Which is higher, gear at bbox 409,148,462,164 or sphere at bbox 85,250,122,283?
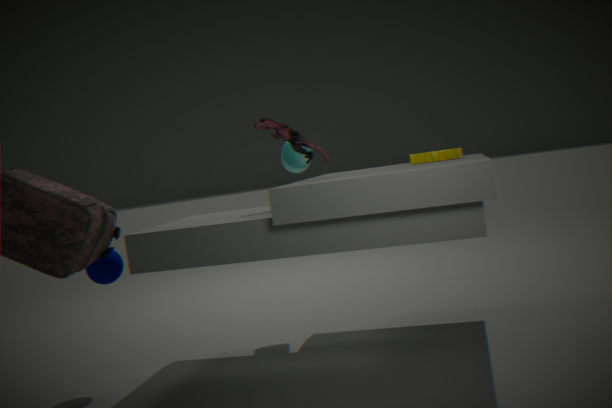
gear at bbox 409,148,462,164
